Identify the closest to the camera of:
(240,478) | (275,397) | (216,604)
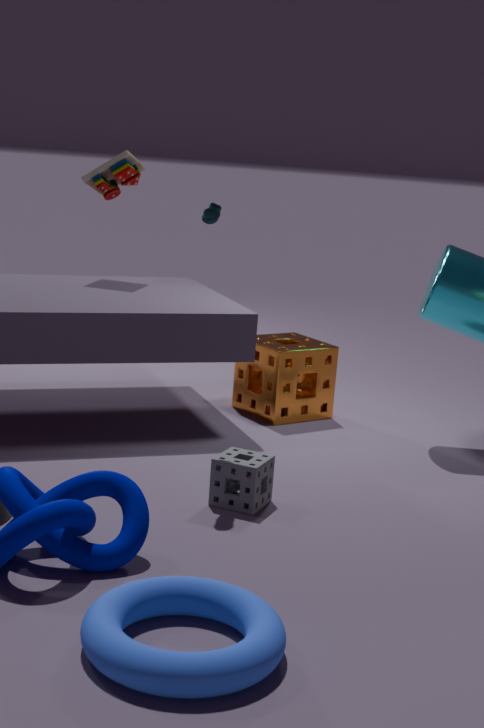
(216,604)
